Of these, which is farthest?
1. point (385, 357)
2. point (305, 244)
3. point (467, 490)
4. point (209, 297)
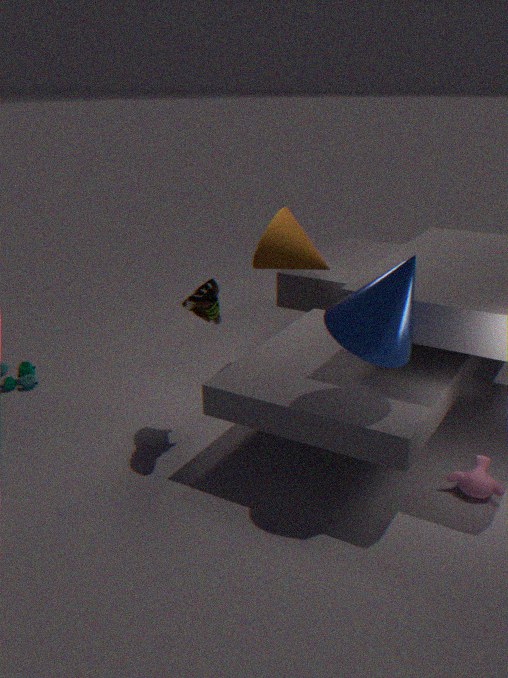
point (305, 244)
